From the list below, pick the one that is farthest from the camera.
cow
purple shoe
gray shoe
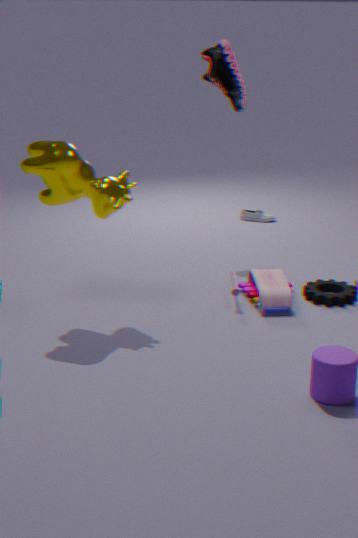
gray shoe
